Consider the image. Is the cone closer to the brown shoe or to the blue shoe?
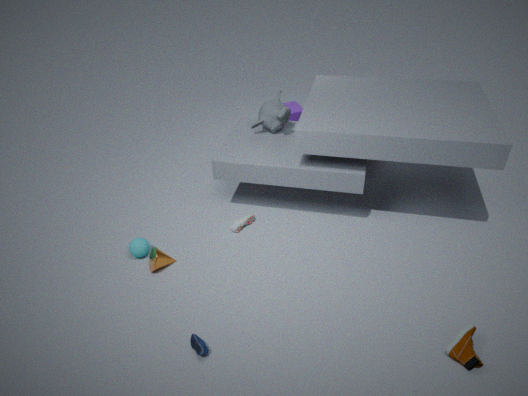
the blue shoe
